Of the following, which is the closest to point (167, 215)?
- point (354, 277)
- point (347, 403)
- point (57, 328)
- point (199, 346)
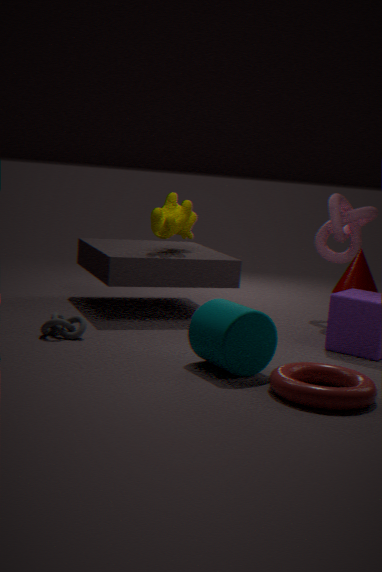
point (57, 328)
